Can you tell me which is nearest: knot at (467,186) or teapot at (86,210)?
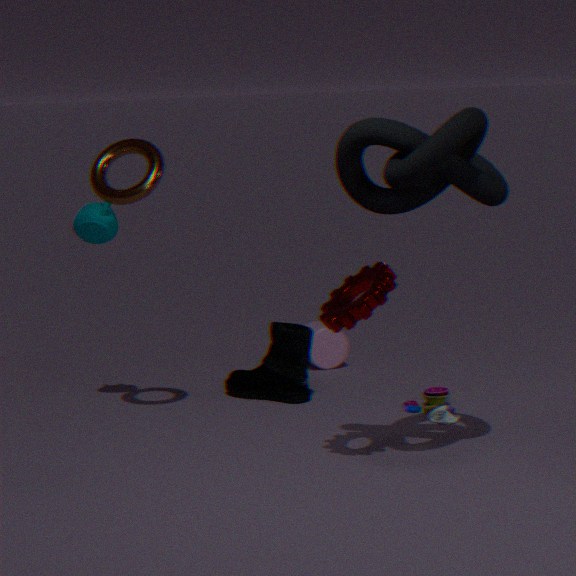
knot at (467,186)
